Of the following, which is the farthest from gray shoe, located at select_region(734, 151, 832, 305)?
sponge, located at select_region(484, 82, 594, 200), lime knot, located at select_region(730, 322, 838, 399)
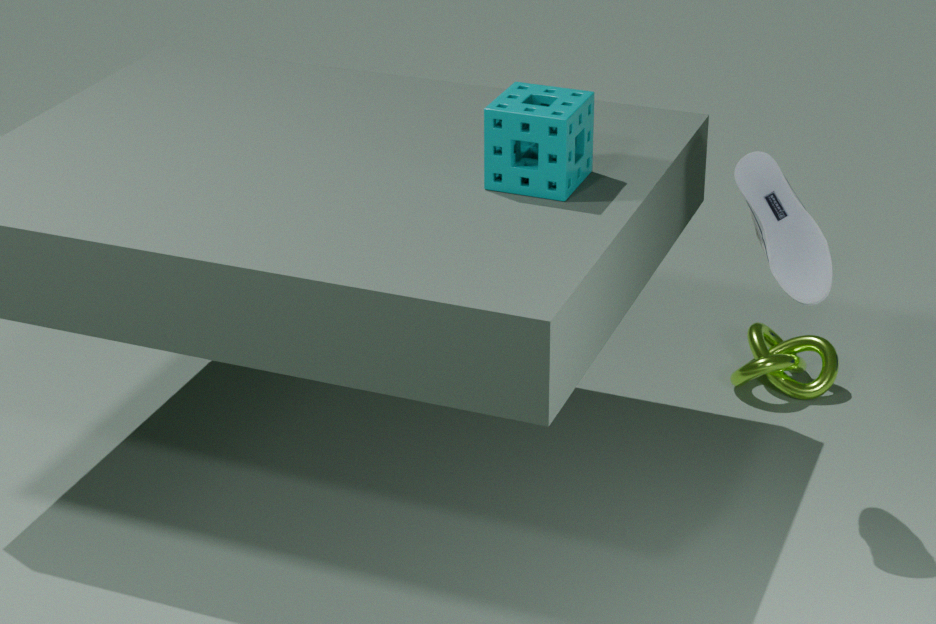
lime knot, located at select_region(730, 322, 838, 399)
